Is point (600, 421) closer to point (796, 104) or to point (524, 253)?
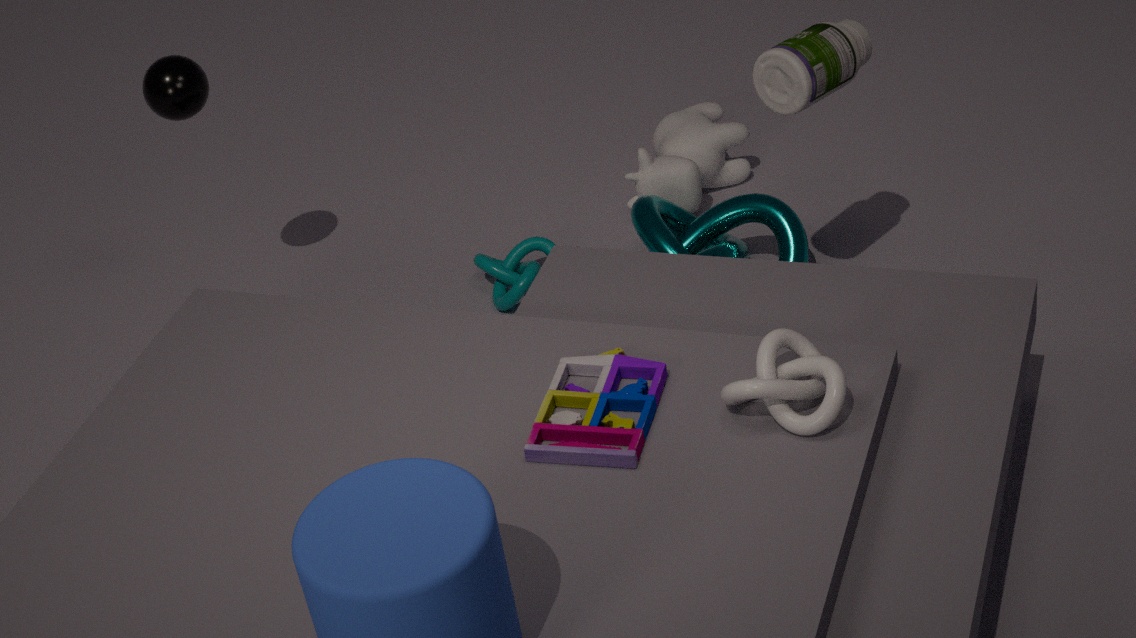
point (796, 104)
